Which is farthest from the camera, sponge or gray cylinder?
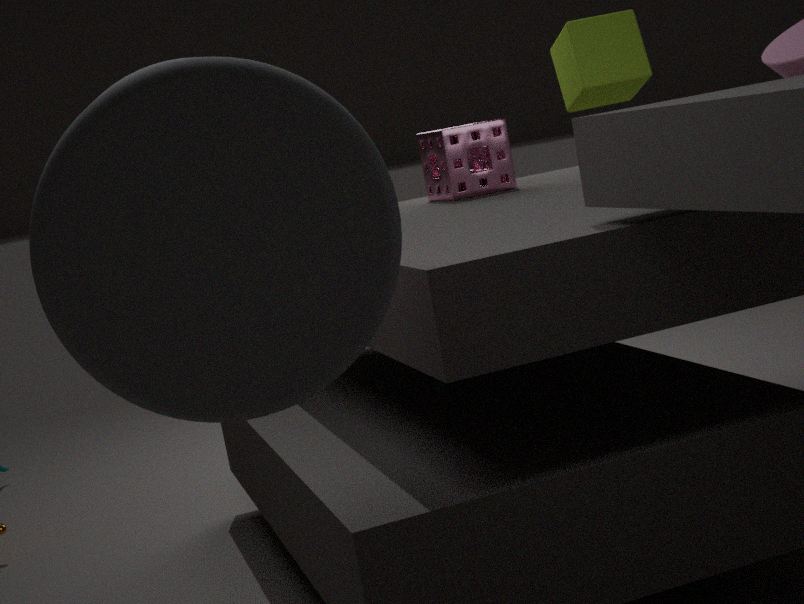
sponge
